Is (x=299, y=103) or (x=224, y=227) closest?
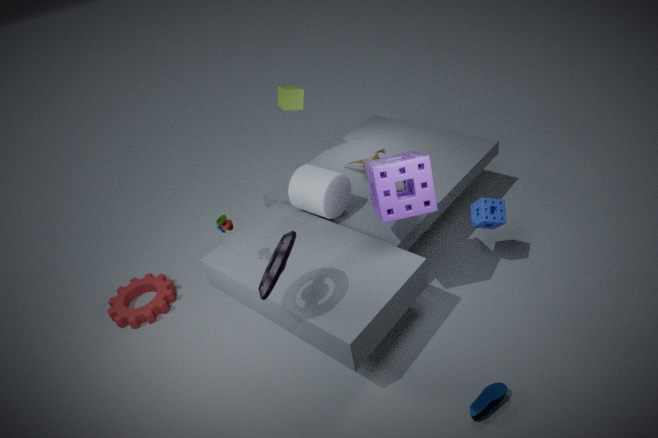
(x=224, y=227)
